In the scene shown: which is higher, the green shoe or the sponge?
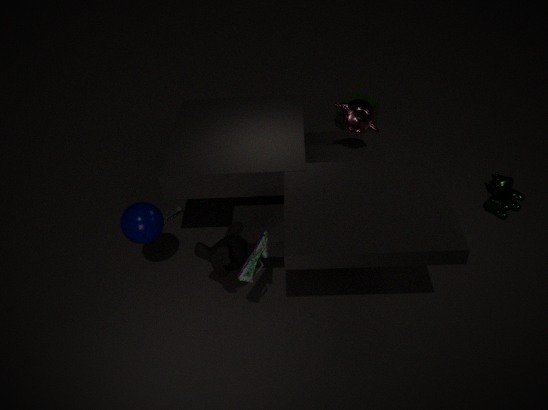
the green shoe
